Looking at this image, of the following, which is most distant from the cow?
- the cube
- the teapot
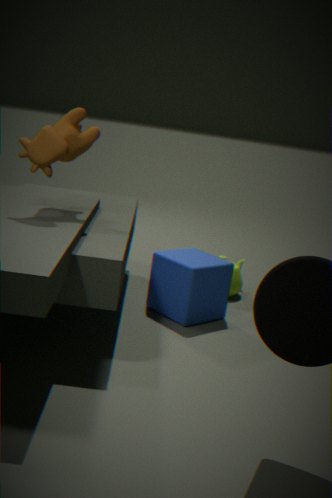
the teapot
